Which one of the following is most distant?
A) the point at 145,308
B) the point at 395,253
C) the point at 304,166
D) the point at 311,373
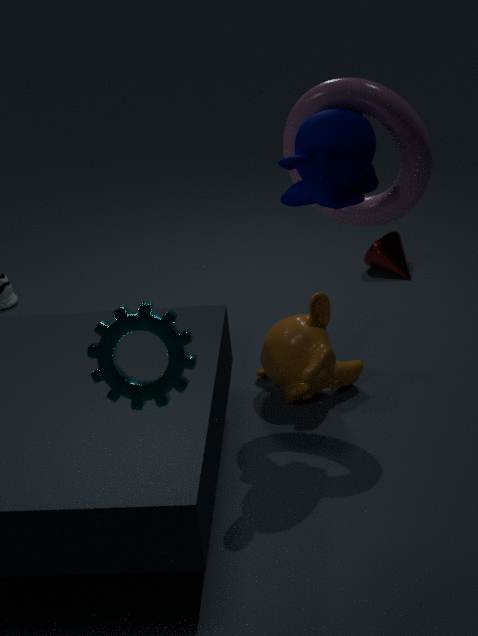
the point at 395,253
